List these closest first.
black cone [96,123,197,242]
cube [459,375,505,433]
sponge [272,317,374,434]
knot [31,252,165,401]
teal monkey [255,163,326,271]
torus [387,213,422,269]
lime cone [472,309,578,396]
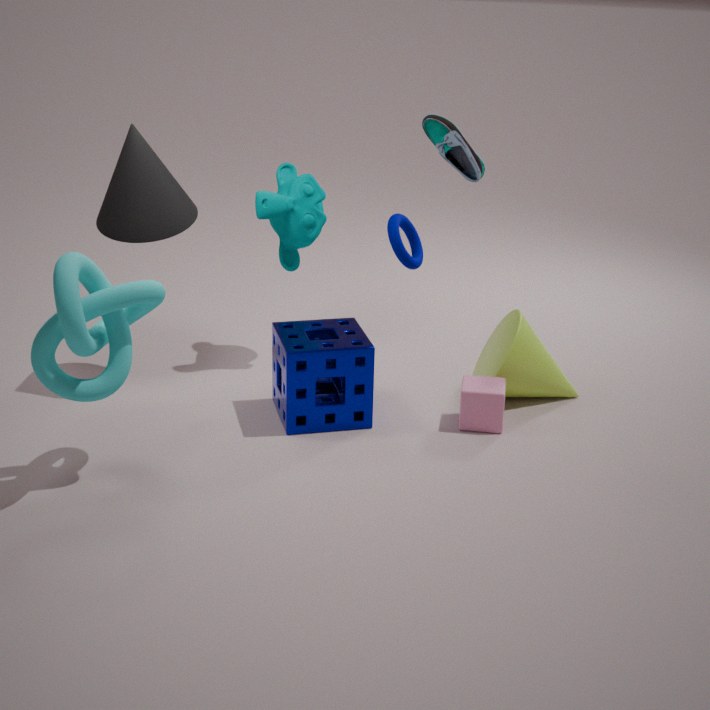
knot [31,252,165,401], sponge [272,317,374,434], cube [459,375,505,433], black cone [96,123,197,242], lime cone [472,309,578,396], teal monkey [255,163,326,271], torus [387,213,422,269]
